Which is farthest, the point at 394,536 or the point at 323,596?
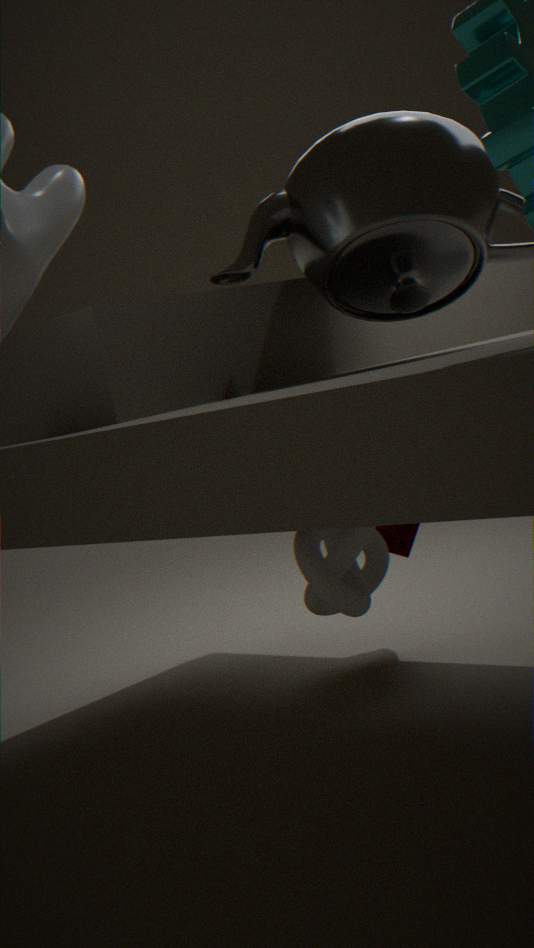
the point at 394,536
